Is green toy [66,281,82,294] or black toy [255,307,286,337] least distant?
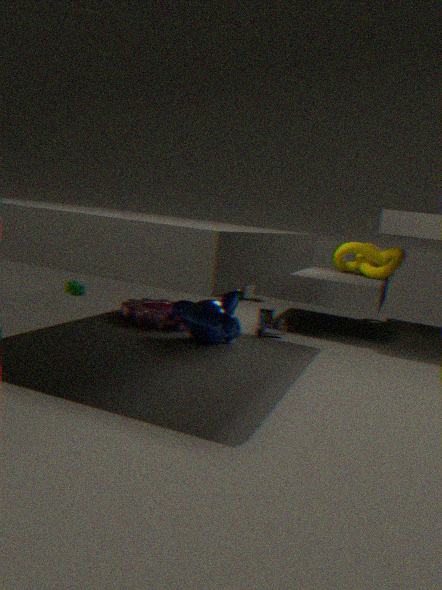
black toy [255,307,286,337]
